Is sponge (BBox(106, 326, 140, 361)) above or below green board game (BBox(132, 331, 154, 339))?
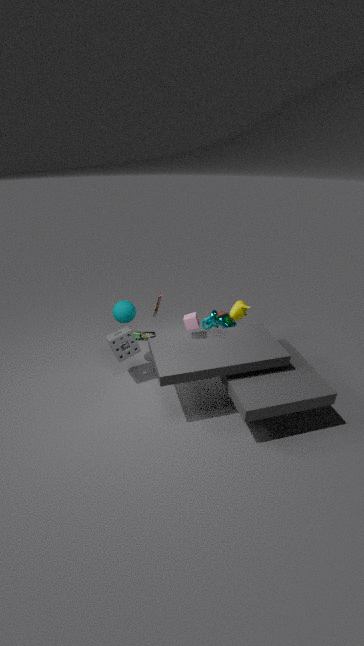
above
